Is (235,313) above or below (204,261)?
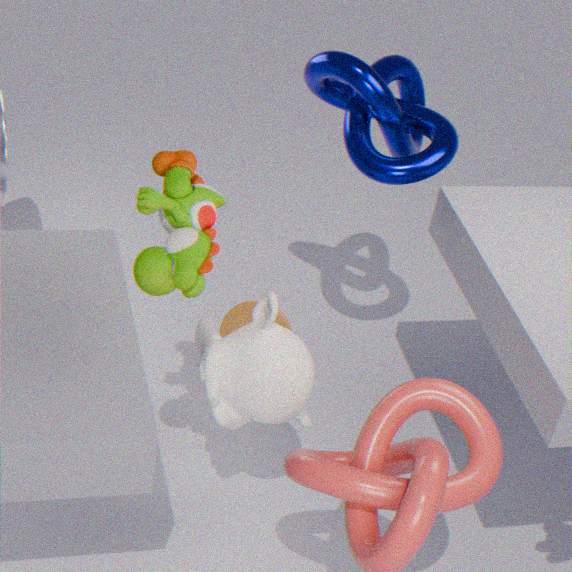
below
